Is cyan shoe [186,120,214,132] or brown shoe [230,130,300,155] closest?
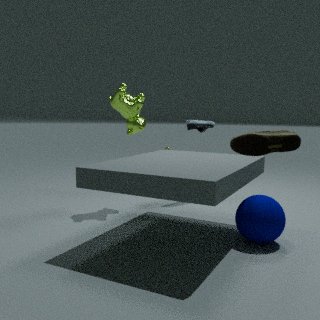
brown shoe [230,130,300,155]
